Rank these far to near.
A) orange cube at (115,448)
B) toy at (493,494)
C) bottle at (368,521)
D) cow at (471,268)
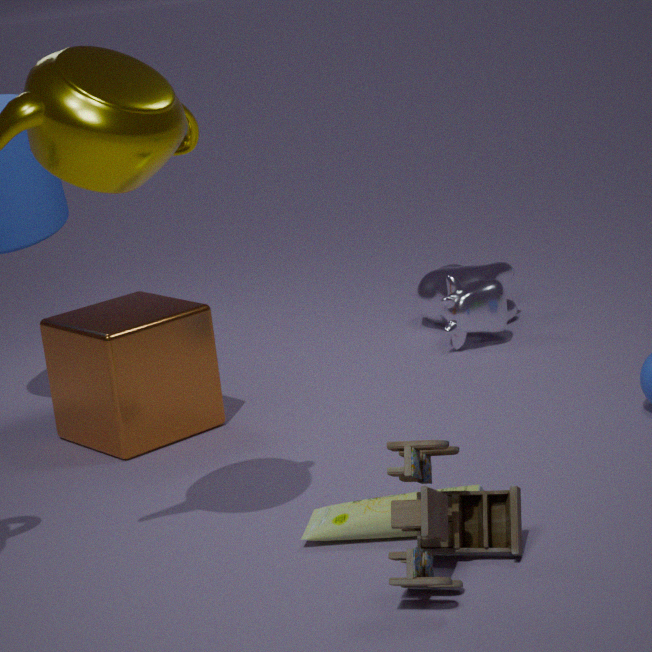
cow at (471,268) < orange cube at (115,448) < bottle at (368,521) < toy at (493,494)
